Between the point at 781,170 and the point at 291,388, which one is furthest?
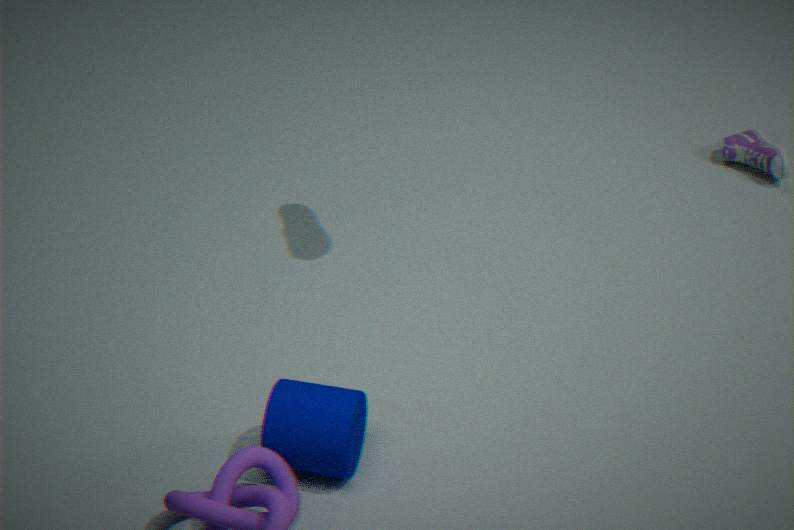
the point at 781,170
